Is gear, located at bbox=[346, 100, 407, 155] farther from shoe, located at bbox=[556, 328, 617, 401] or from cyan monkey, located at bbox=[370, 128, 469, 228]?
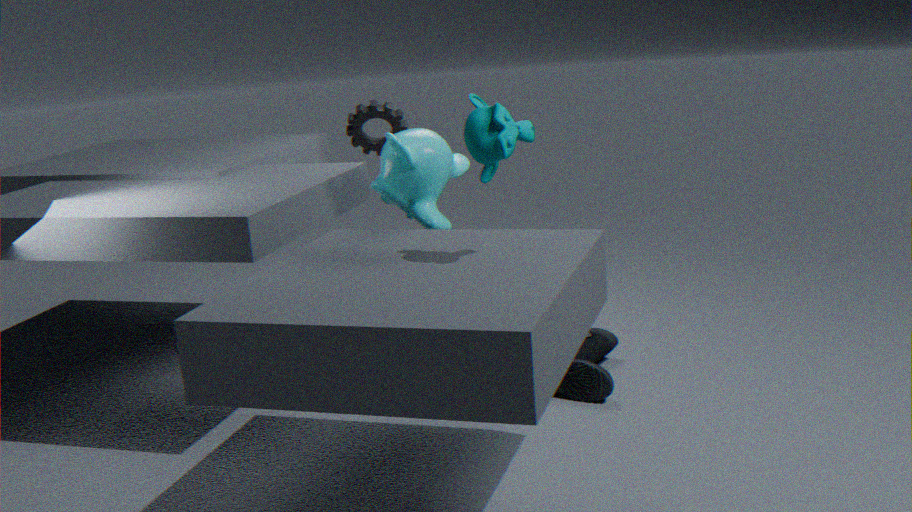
shoe, located at bbox=[556, 328, 617, 401]
